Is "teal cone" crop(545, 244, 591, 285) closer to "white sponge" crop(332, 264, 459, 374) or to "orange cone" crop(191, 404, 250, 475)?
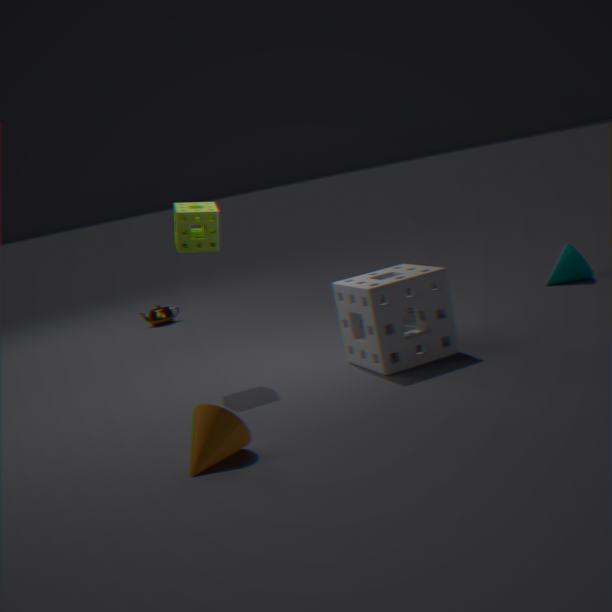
"white sponge" crop(332, 264, 459, 374)
